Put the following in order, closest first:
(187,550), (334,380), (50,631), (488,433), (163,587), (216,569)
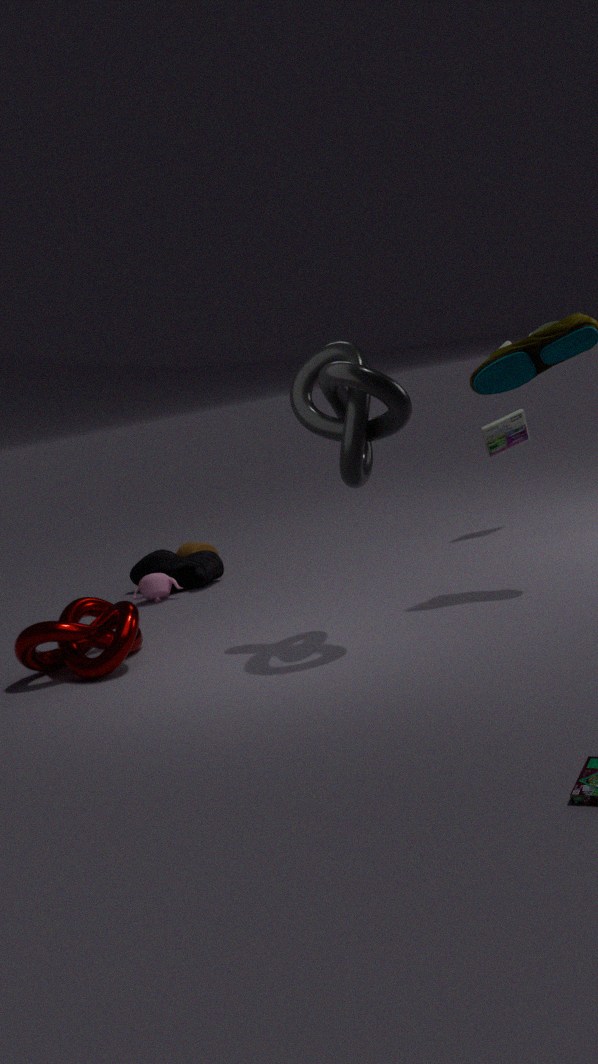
(334,380)
(50,631)
(163,587)
(488,433)
(216,569)
(187,550)
